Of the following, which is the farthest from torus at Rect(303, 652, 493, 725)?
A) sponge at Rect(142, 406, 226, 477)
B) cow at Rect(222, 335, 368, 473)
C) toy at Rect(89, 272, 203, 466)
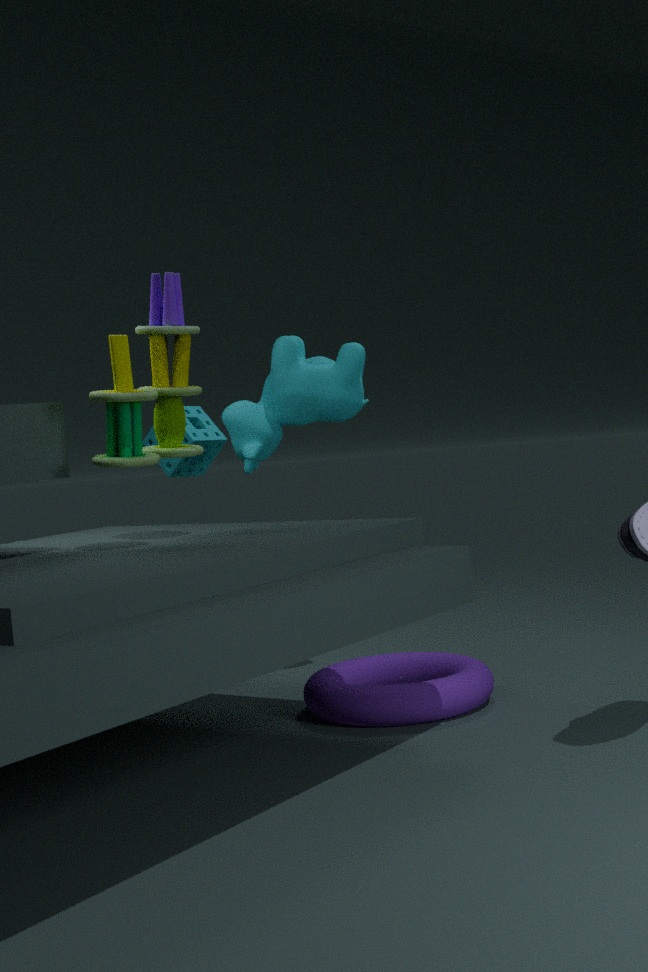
sponge at Rect(142, 406, 226, 477)
